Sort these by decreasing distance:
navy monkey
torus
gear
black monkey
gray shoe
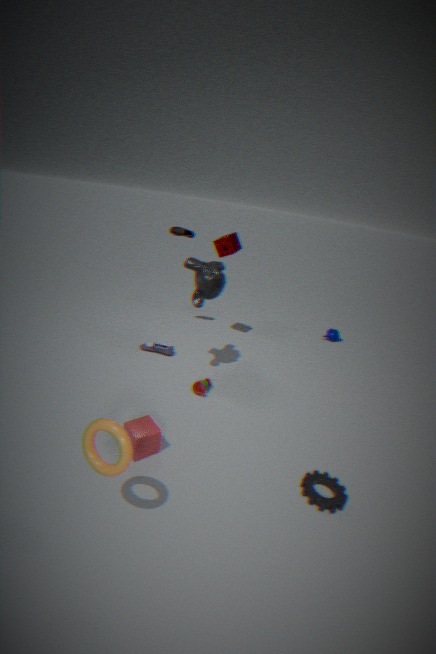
navy monkey < gray shoe < black monkey < gear < torus
